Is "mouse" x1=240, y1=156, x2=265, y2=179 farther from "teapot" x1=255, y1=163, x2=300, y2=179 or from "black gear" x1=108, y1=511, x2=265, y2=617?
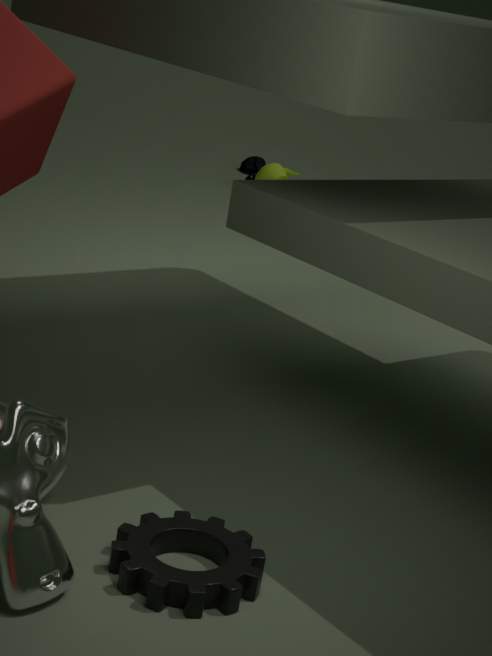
"black gear" x1=108, y1=511, x2=265, y2=617
